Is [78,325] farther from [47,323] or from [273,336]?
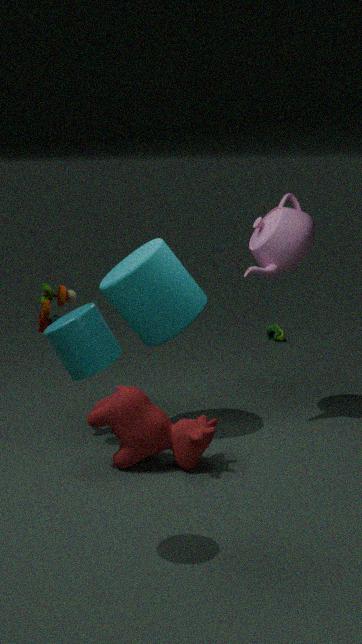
[273,336]
